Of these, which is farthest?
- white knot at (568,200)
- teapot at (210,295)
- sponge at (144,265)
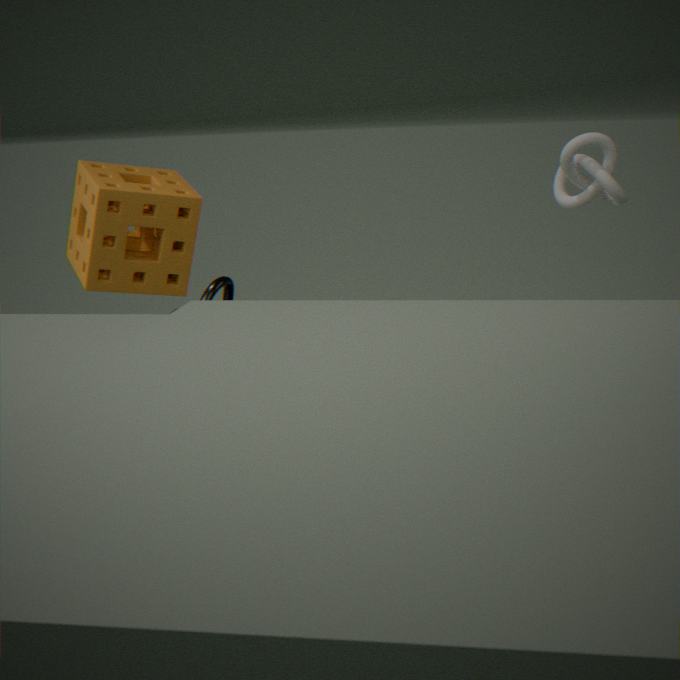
sponge at (144,265)
